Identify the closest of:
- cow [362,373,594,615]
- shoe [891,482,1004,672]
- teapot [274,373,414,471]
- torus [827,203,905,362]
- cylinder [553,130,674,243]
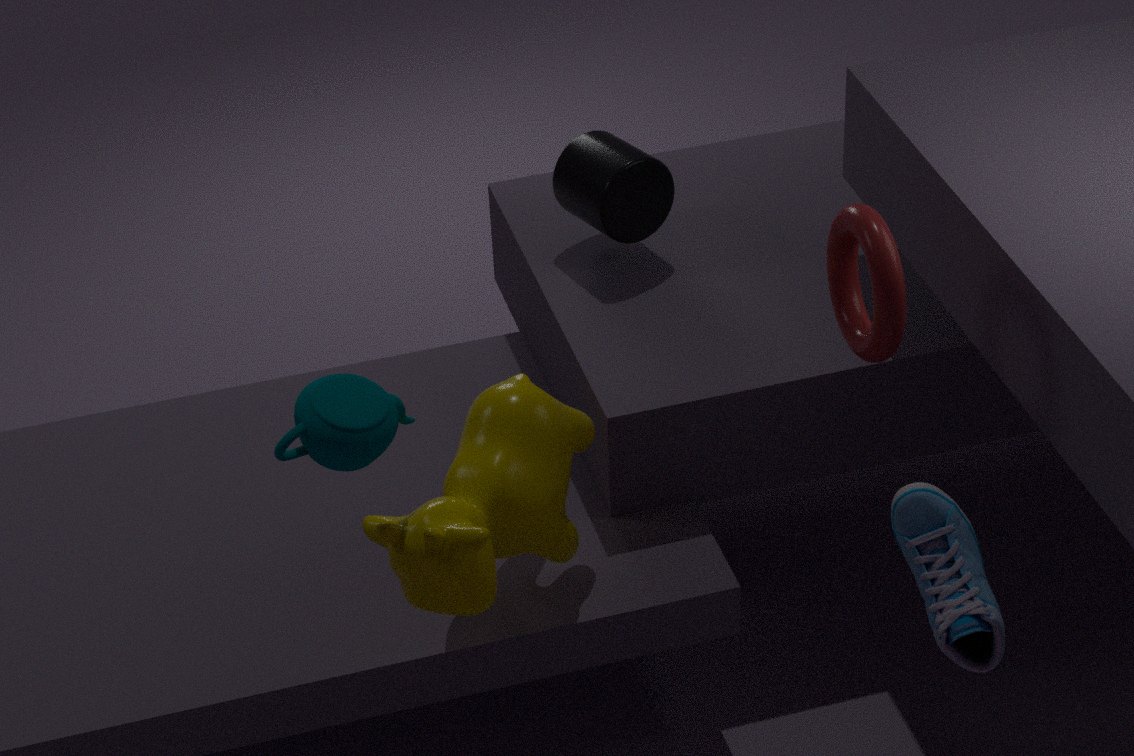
teapot [274,373,414,471]
